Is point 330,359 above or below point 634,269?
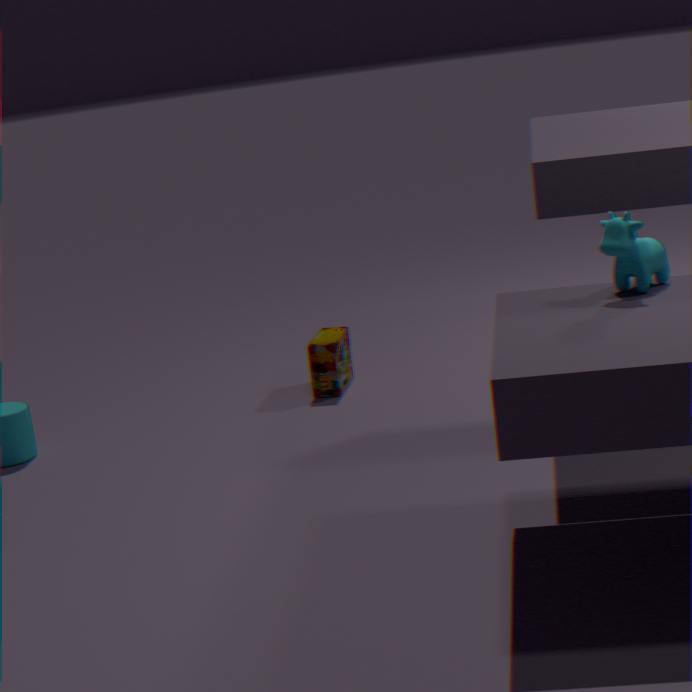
below
